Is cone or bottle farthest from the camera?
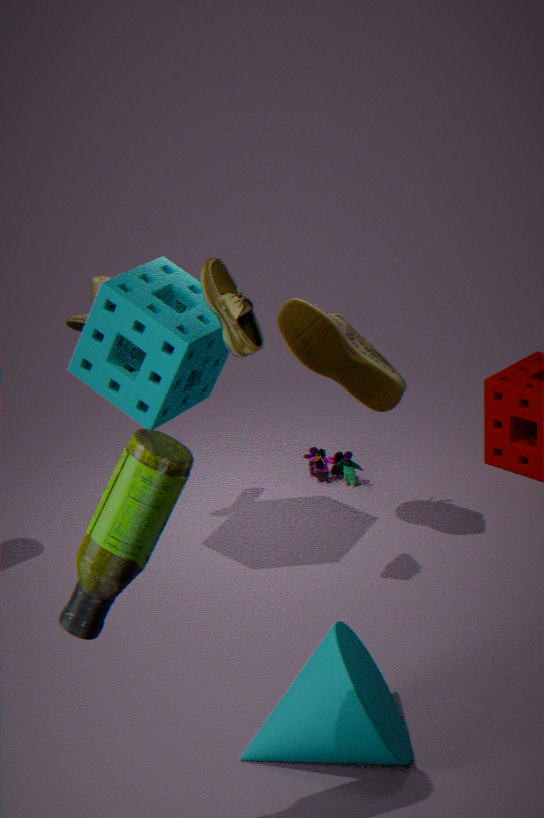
cone
